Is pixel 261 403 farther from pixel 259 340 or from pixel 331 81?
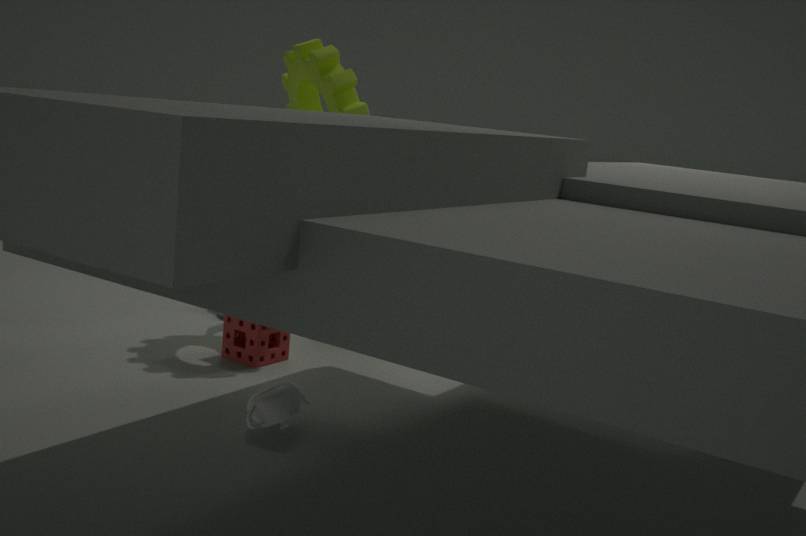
pixel 331 81
